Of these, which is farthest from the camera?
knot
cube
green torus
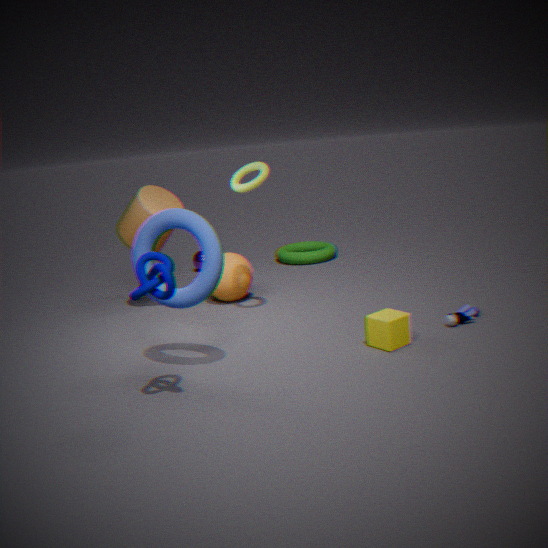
green torus
